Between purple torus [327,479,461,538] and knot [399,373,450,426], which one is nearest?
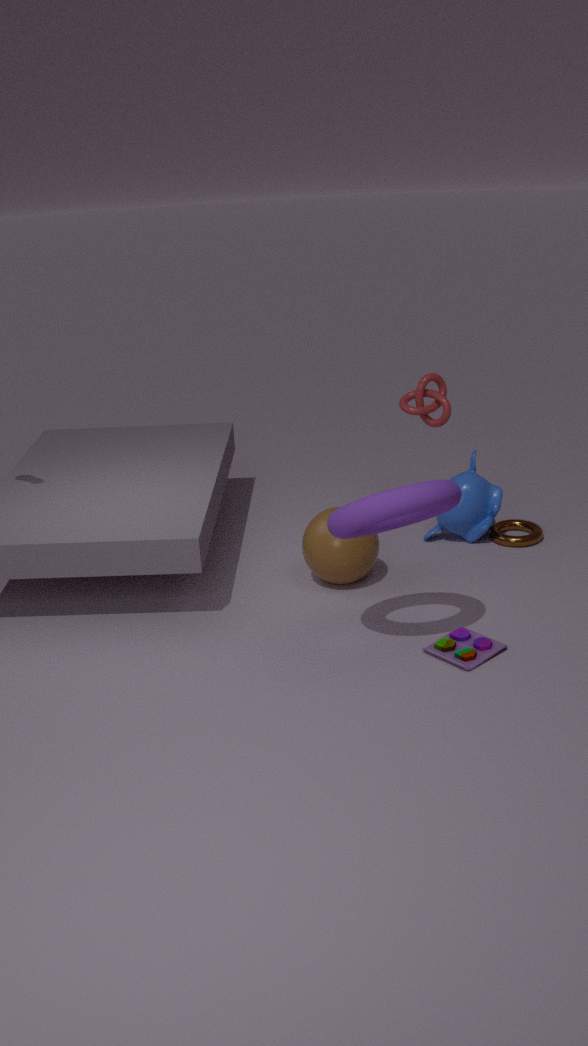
purple torus [327,479,461,538]
